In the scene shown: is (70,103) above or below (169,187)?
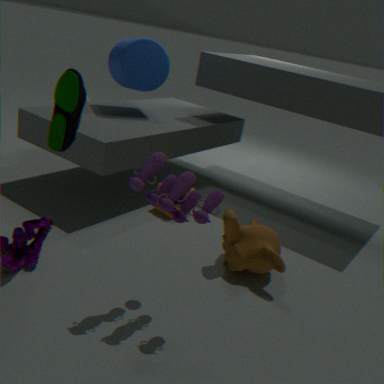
above
